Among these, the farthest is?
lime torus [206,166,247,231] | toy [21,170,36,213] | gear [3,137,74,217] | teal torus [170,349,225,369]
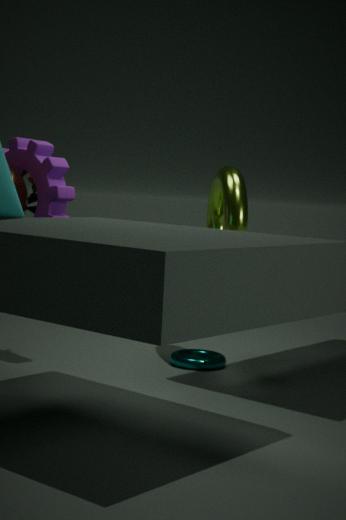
teal torus [170,349,225,369]
